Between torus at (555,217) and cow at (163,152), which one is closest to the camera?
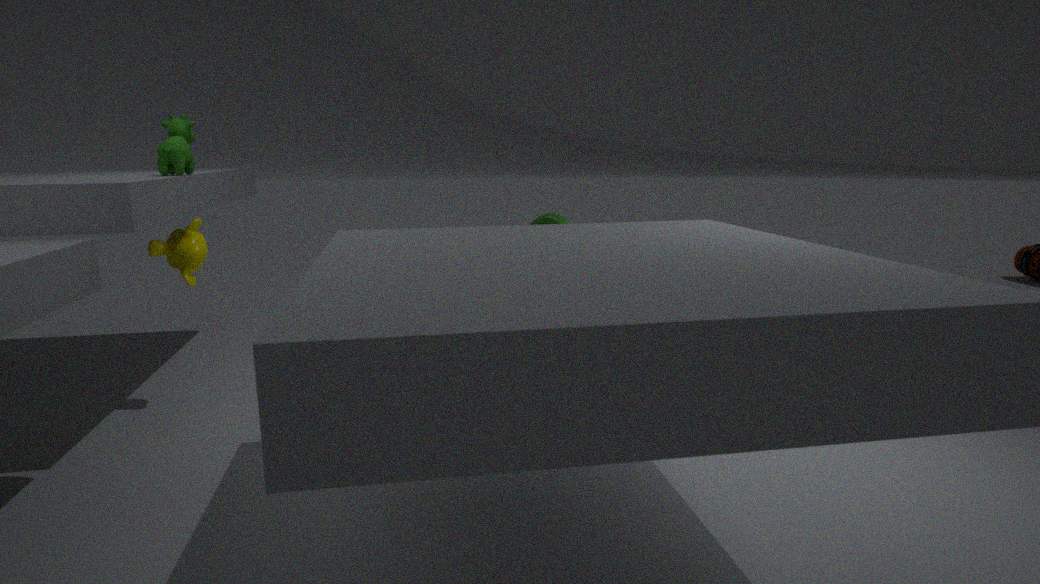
cow at (163,152)
